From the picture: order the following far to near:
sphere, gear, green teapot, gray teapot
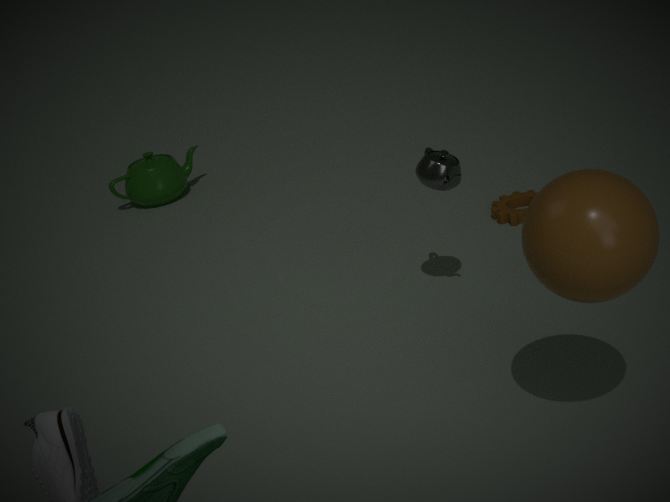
green teapot
gear
gray teapot
sphere
